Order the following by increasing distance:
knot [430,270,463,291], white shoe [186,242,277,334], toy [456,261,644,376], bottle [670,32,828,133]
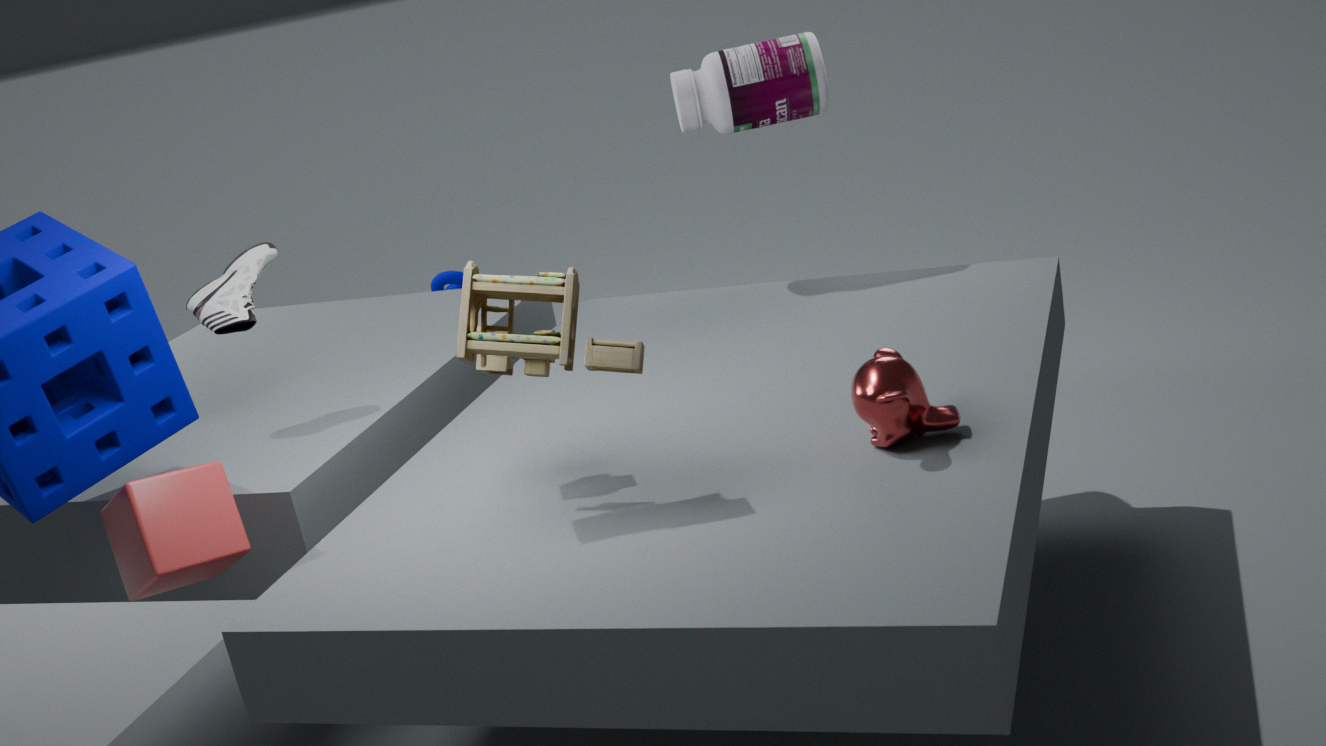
1. toy [456,261,644,376]
2. white shoe [186,242,277,334]
3. bottle [670,32,828,133]
4. knot [430,270,463,291]
